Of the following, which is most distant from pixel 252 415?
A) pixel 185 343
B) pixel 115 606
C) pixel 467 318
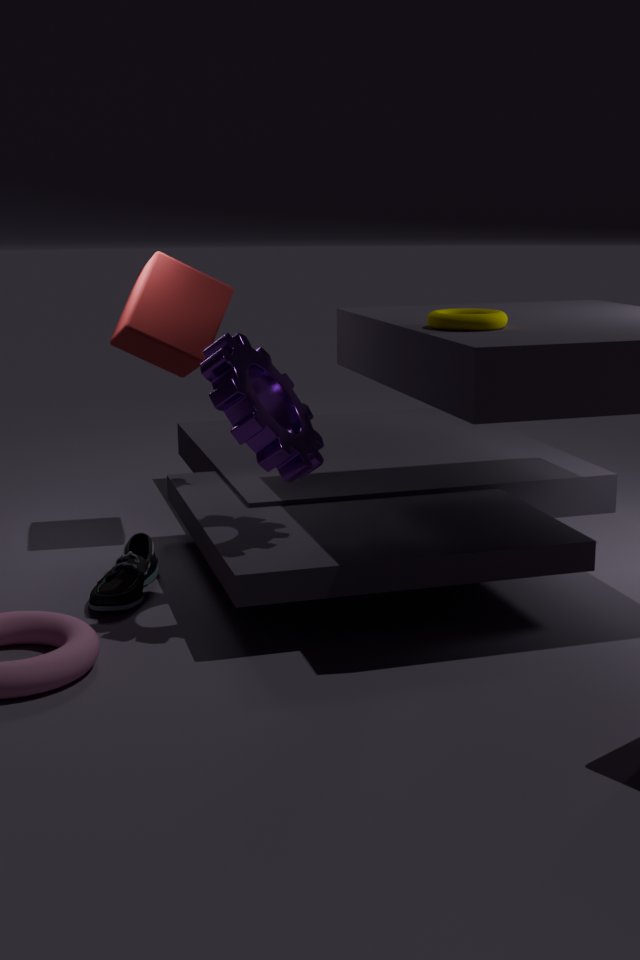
pixel 185 343
